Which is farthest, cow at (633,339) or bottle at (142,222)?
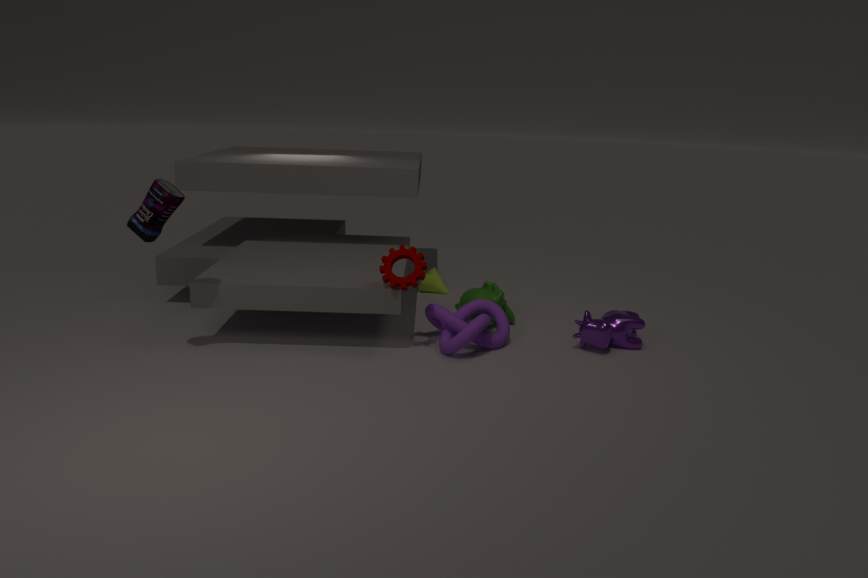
cow at (633,339)
